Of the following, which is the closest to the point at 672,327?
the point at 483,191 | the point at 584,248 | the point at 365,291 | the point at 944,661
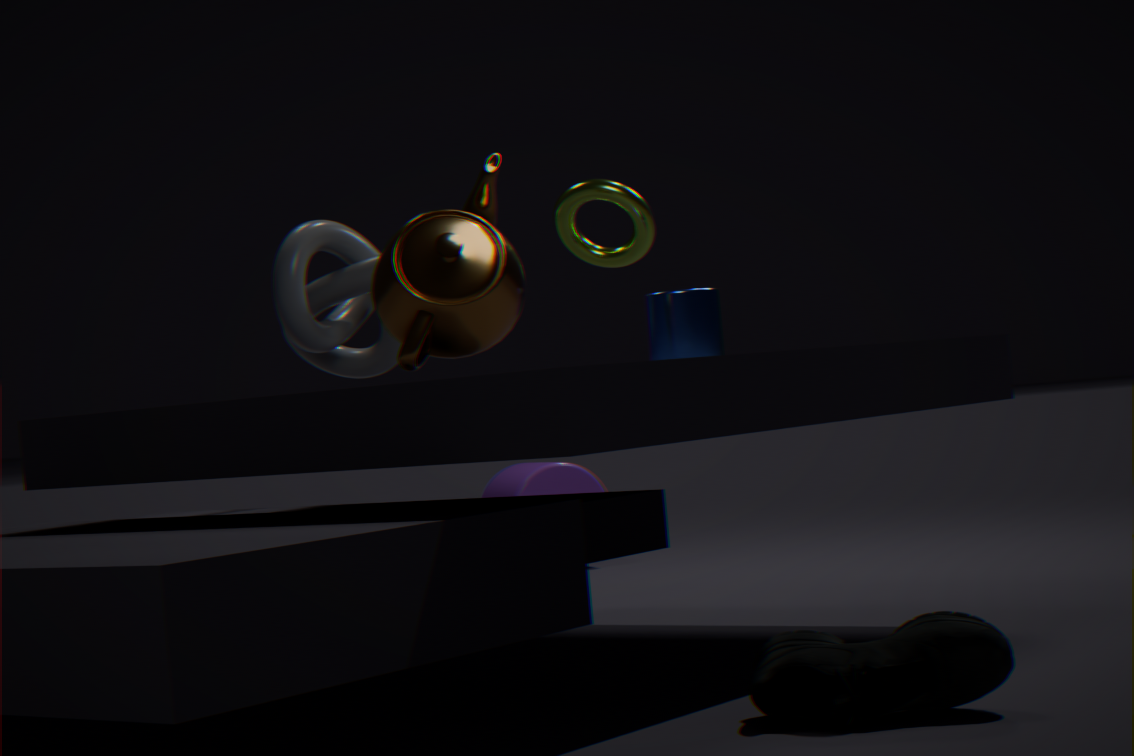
the point at 584,248
